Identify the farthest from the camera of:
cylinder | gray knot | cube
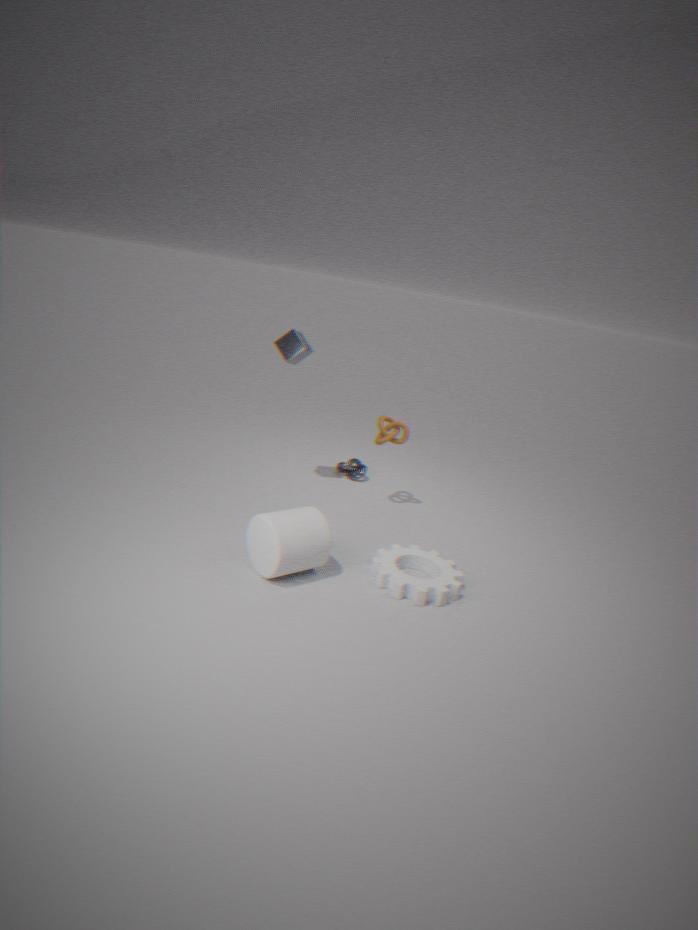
gray knot
